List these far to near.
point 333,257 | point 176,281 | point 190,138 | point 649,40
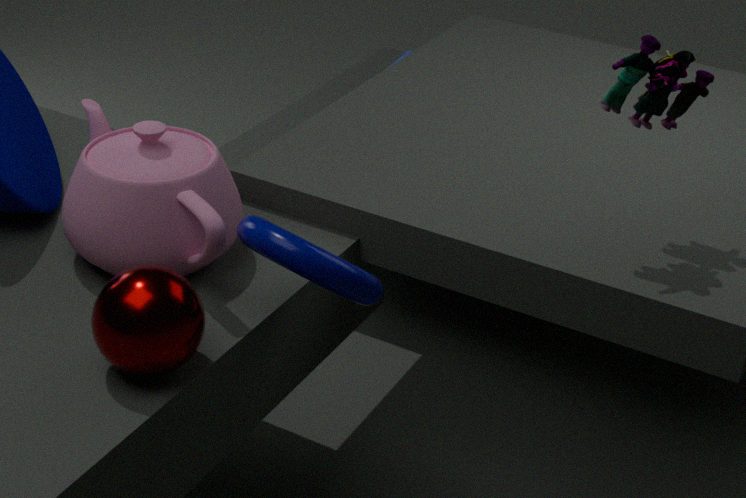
point 190,138 → point 649,40 → point 333,257 → point 176,281
